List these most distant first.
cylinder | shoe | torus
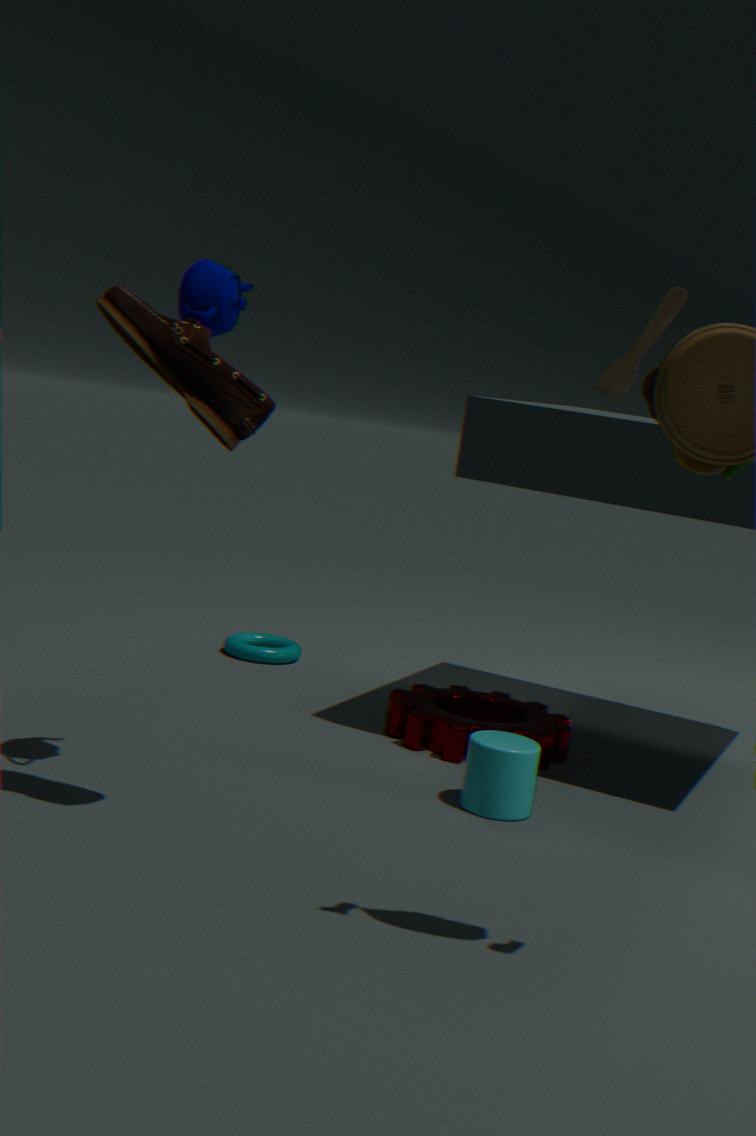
torus
cylinder
shoe
